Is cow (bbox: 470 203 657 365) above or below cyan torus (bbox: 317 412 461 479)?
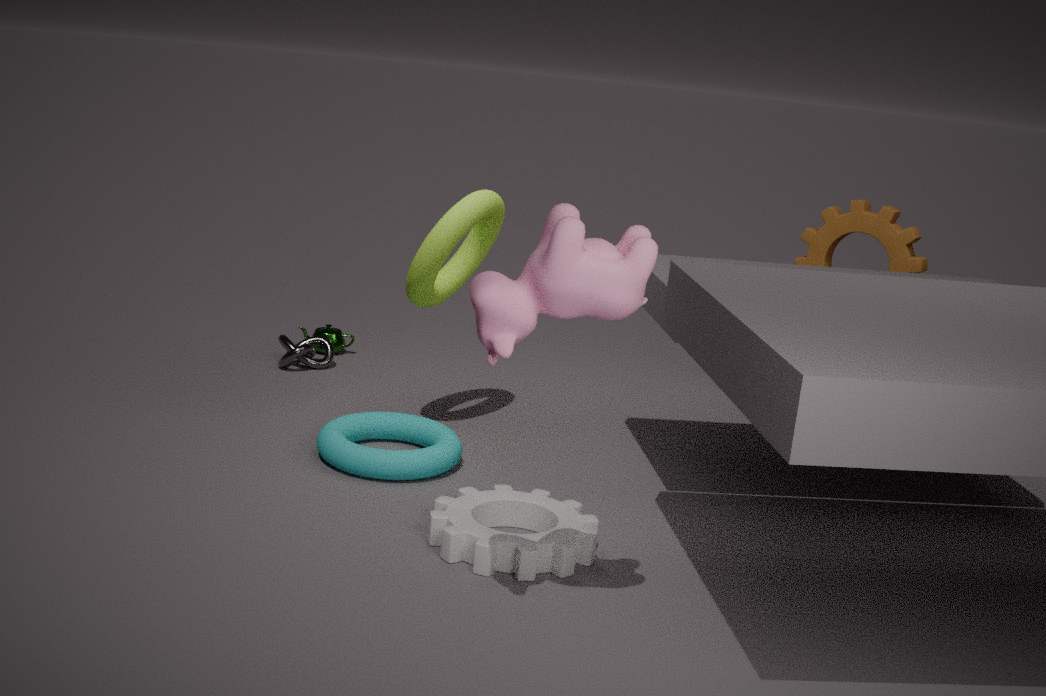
above
